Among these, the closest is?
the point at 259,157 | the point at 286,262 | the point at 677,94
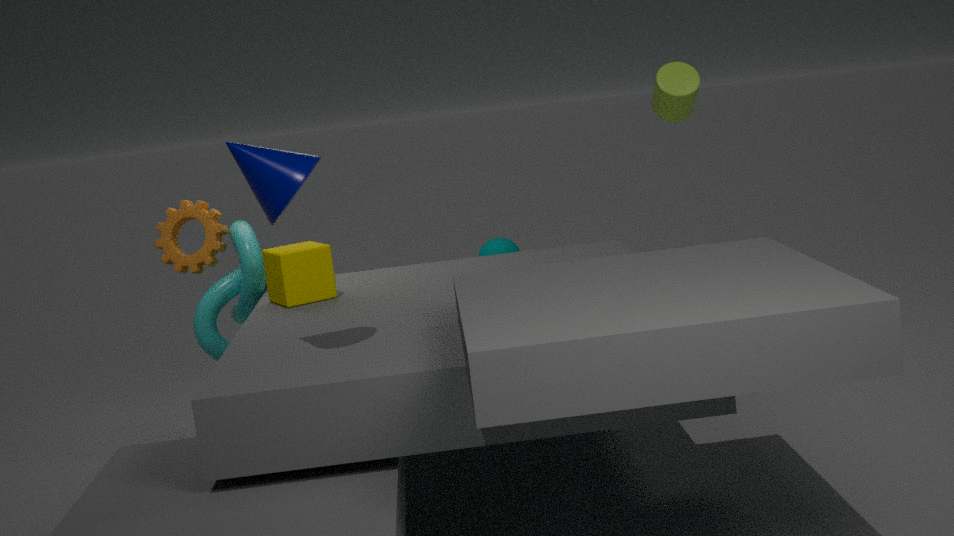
the point at 259,157
